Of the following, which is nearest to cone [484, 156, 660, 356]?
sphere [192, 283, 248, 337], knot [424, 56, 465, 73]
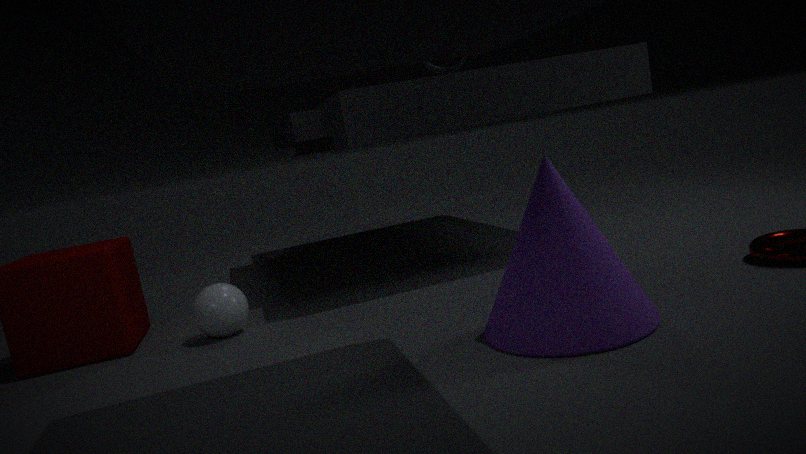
sphere [192, 283, 248, 337]
